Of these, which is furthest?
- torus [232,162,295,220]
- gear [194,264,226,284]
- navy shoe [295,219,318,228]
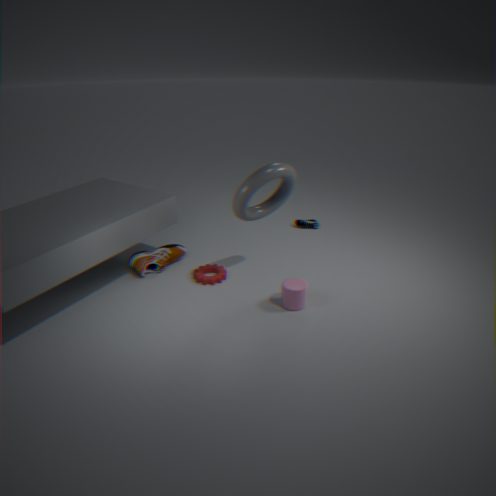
navy shoe [295,219,318,228]
